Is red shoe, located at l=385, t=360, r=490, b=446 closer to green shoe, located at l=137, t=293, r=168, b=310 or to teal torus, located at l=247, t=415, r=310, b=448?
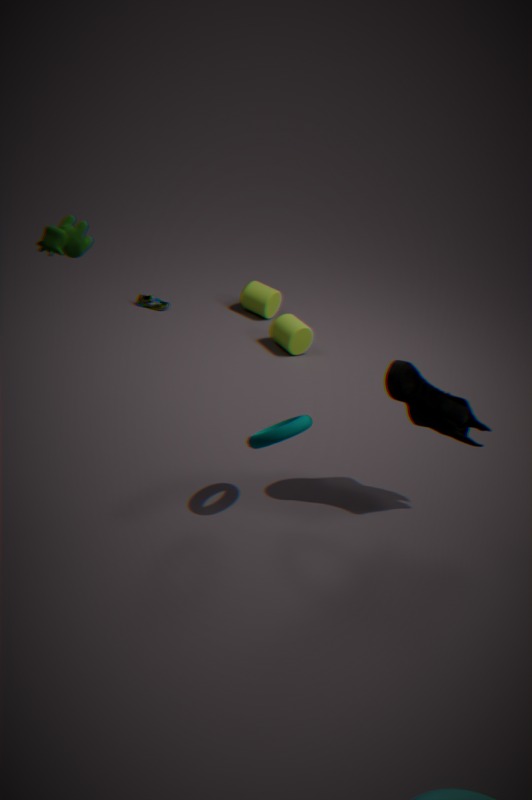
teal torus, located at l=247, t=415, r=310, b=448
